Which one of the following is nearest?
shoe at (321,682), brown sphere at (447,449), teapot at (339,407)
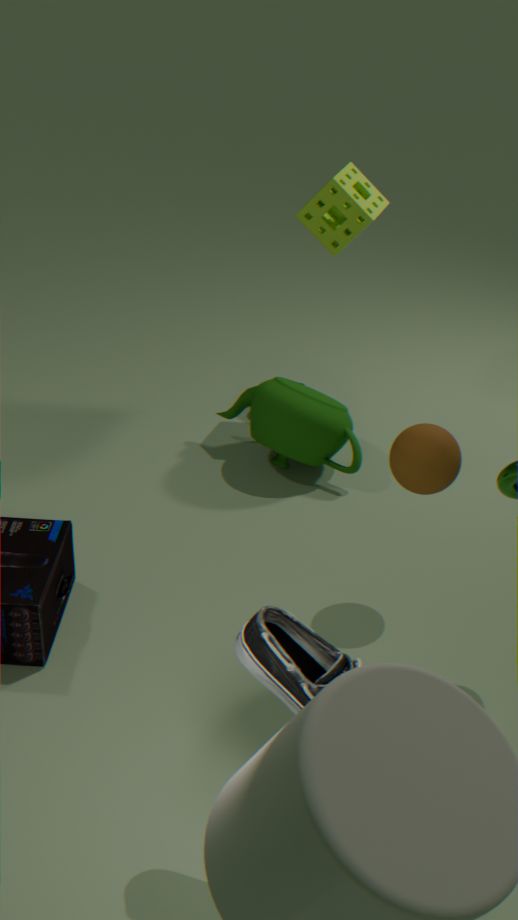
shoe at (321,682)
